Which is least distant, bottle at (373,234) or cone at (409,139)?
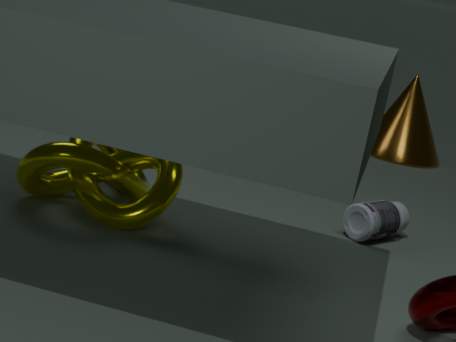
bottle at (373,234)
